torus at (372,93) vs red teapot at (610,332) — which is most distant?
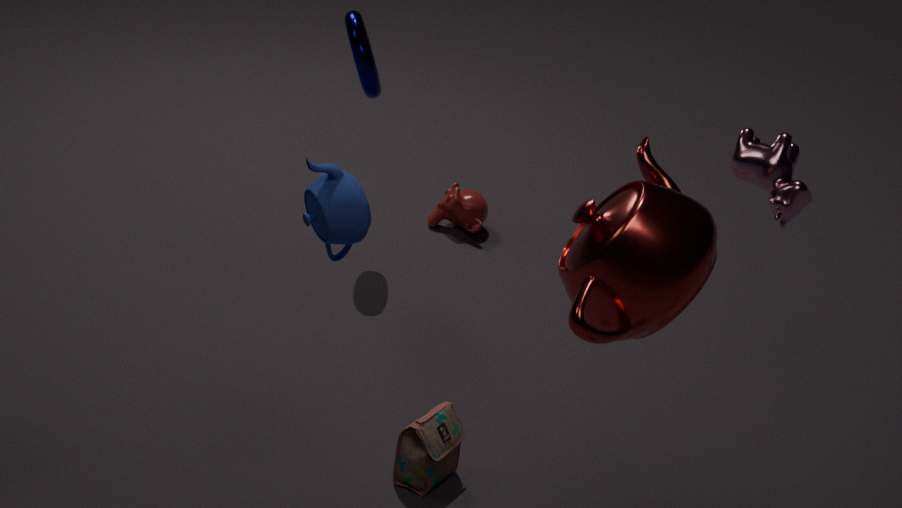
torus at (372,93)
